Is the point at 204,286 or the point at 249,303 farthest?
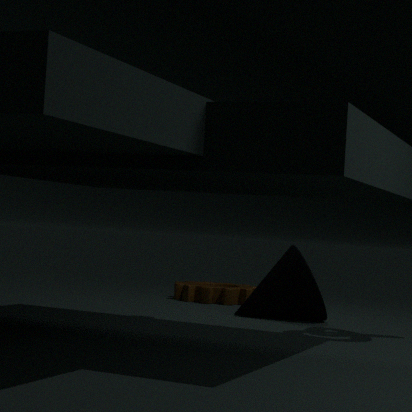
the point at 204,286
